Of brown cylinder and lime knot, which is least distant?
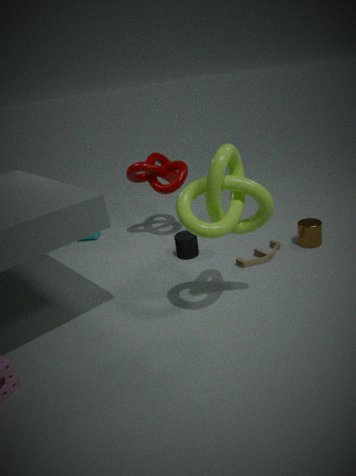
lime knot
